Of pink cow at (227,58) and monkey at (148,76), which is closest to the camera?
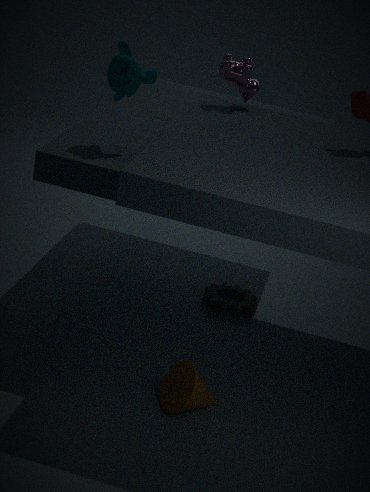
monkey at (148,76)
